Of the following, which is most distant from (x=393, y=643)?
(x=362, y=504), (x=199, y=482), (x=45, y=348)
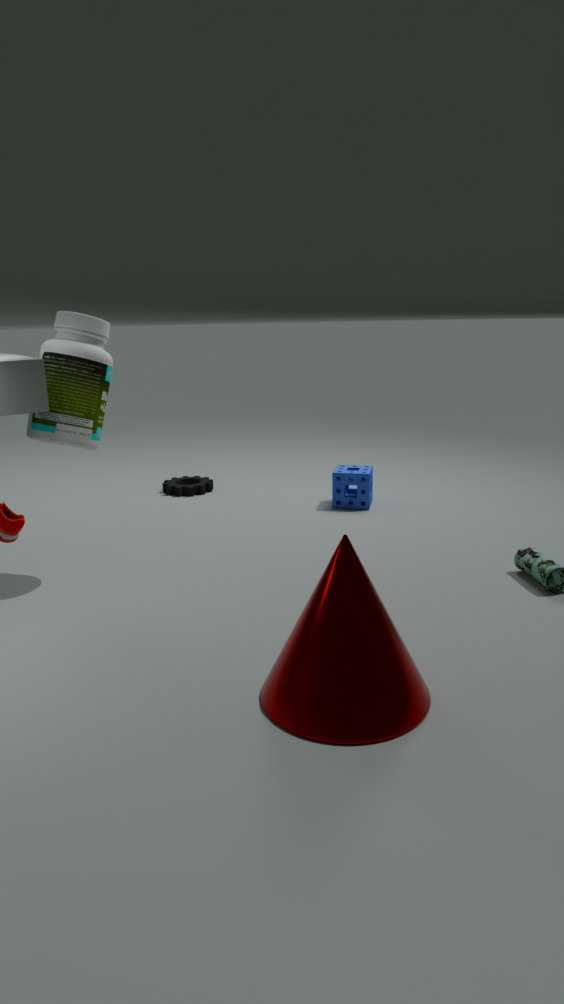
(x=199, y=482)
